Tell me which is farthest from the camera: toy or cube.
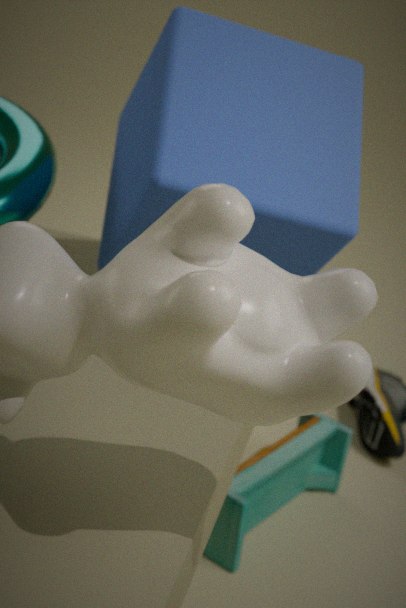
toy
